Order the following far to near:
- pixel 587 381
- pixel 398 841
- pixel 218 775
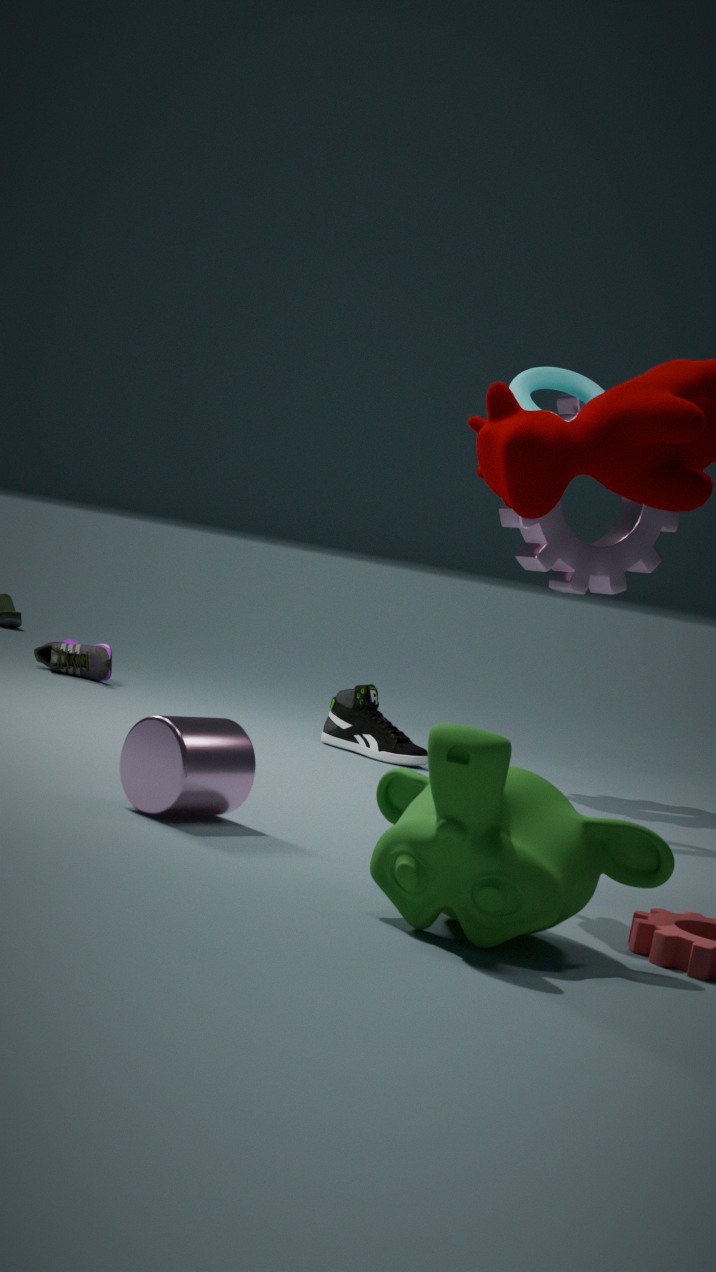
pixel 587 381, pixel 218 775, pixel 398 841
